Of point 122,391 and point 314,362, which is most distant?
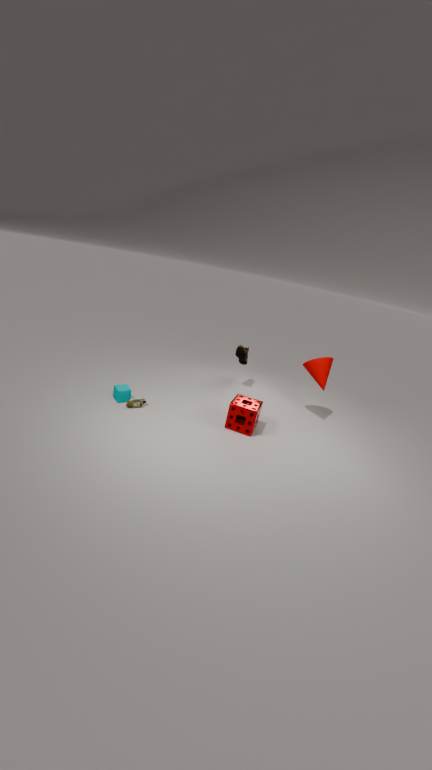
point 314,362
